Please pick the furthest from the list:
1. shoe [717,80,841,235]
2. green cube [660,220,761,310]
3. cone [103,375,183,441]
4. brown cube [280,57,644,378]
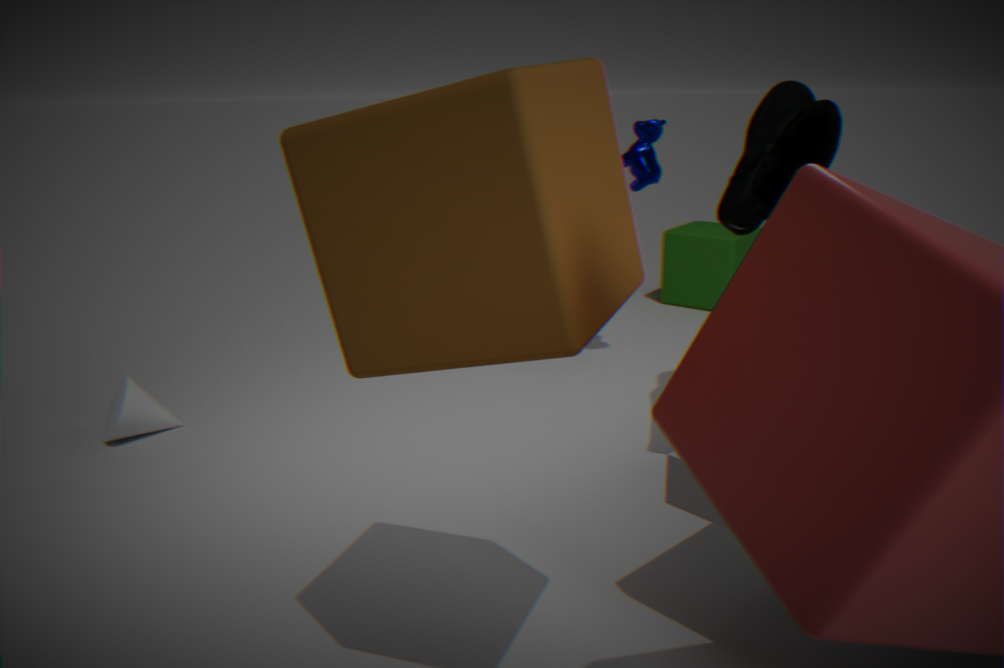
green cube [660,220,761,310]
